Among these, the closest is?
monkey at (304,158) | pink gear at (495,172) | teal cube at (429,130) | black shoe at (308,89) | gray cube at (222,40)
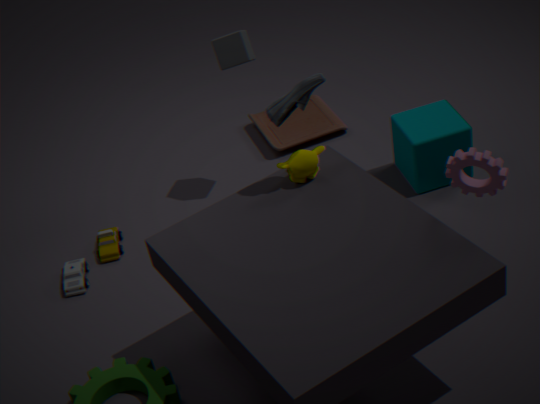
pink gear at (495,172)
